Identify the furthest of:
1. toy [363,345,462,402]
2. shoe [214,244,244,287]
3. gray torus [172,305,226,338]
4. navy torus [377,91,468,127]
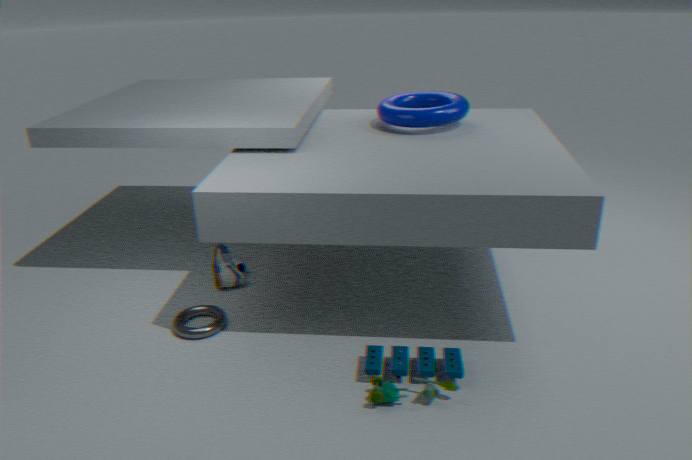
shoe [214,244,244,287]
